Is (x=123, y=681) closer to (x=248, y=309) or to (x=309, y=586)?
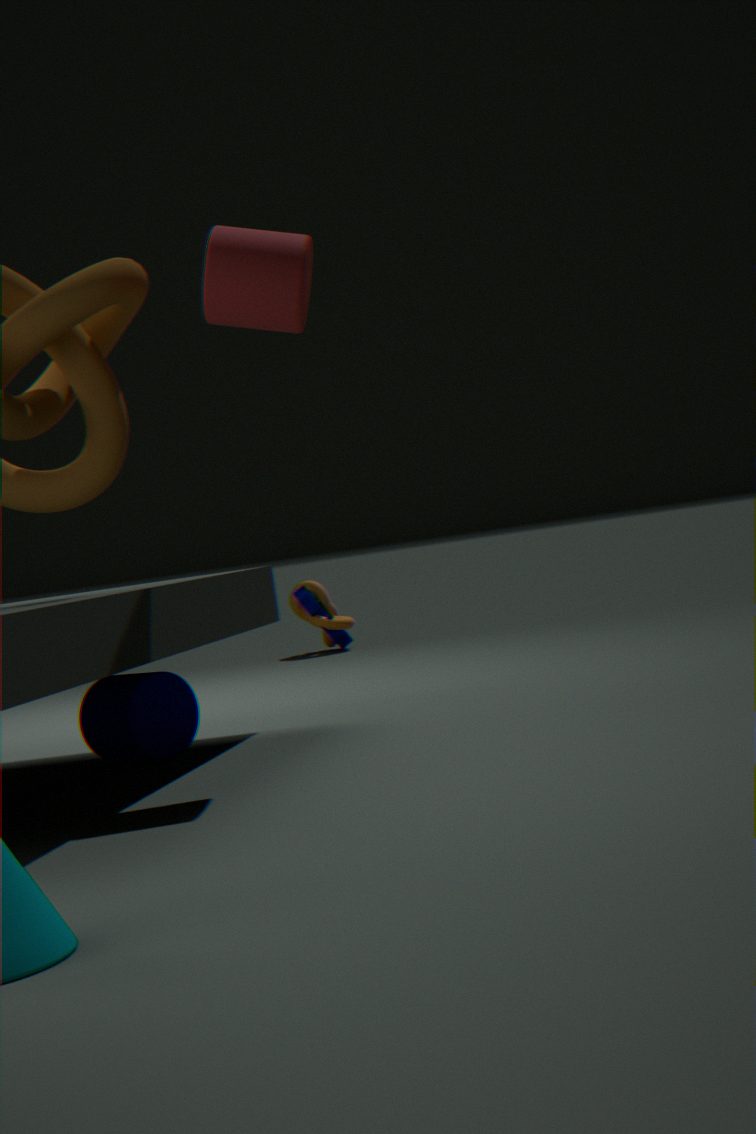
(x=248, y=309)
